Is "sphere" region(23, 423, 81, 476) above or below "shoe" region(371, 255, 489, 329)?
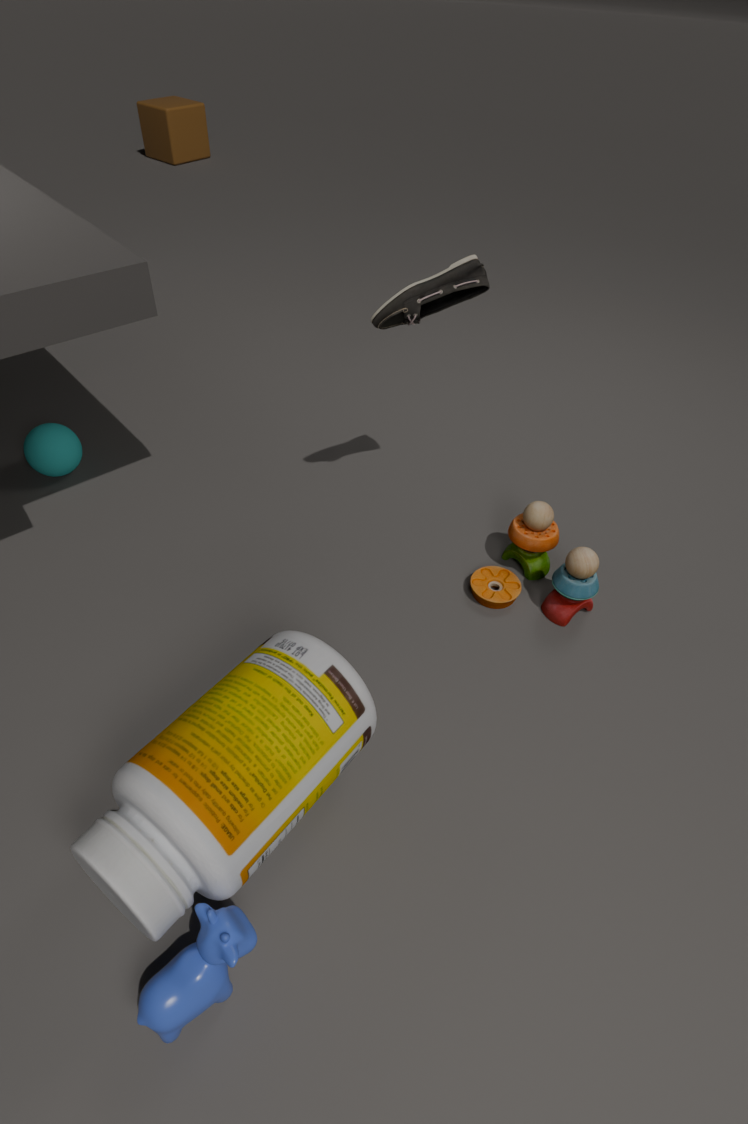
below
